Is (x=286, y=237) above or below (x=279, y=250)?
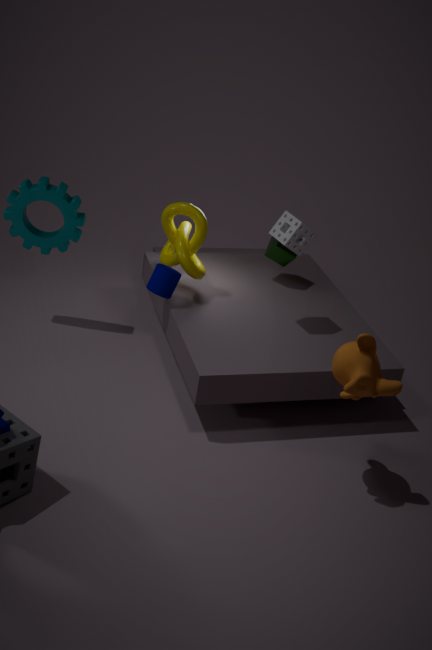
above
